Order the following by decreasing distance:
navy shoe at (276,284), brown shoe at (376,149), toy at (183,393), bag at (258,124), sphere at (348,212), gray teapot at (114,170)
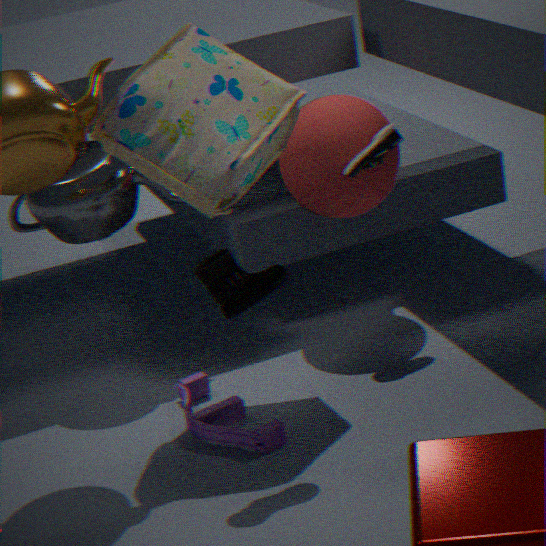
1. sphere at (348,212)
2. gray teapot at (114,170)
3. brown shoe at (376,149)
4. toy at (183,393)
5. bag at (258,124)
6. navy shoe at (276,284)
